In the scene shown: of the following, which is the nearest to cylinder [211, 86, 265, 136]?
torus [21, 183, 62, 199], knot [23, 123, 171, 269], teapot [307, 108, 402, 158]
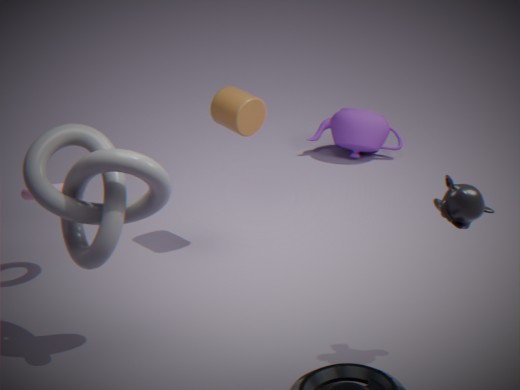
torus [21, 183, 62, 199]
